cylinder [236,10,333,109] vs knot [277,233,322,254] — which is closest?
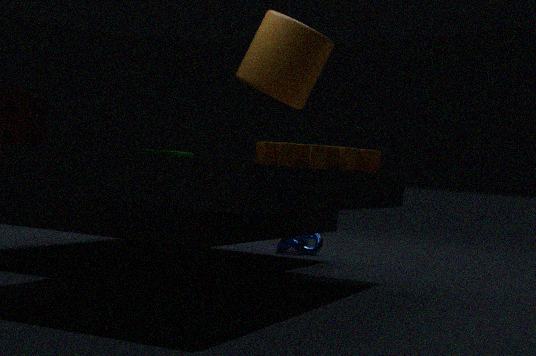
cylinder [236,10,333,109]
